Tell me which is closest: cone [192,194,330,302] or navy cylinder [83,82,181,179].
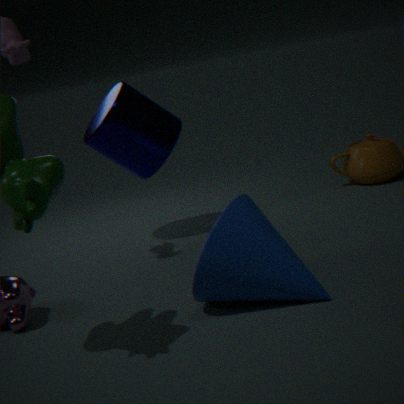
cone [192,194,330,302]
